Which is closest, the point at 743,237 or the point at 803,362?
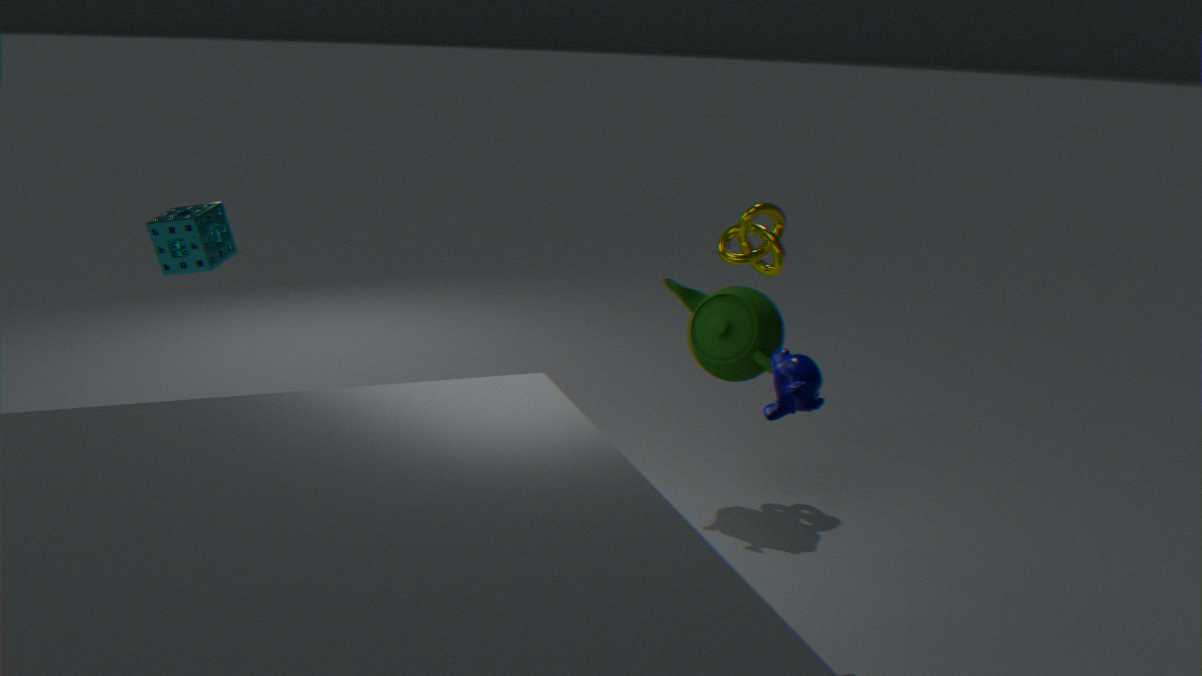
the point at 803,362
